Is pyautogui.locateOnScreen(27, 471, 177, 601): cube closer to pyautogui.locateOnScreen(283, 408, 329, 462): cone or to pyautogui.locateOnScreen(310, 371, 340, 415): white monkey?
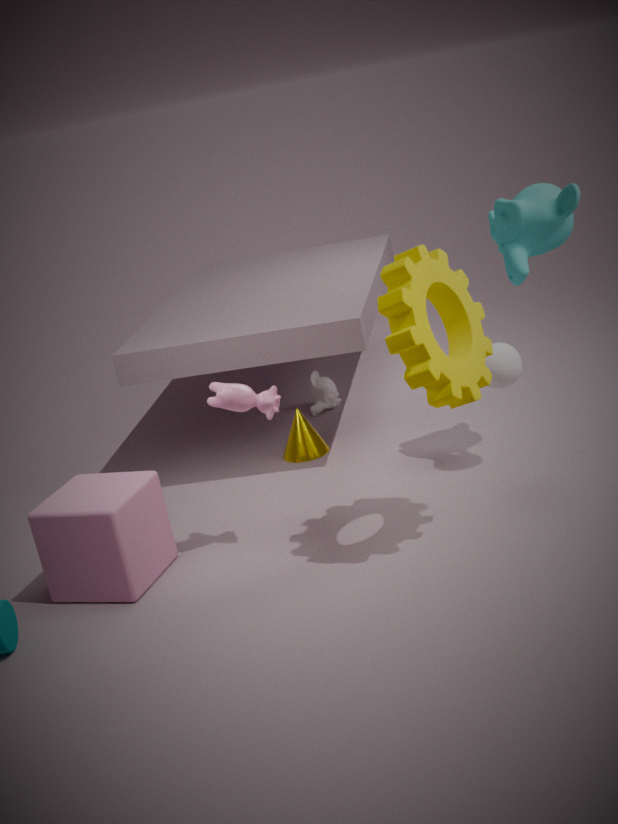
pyautogui.locateOnScreen(283, 408, 329, 462): cone
